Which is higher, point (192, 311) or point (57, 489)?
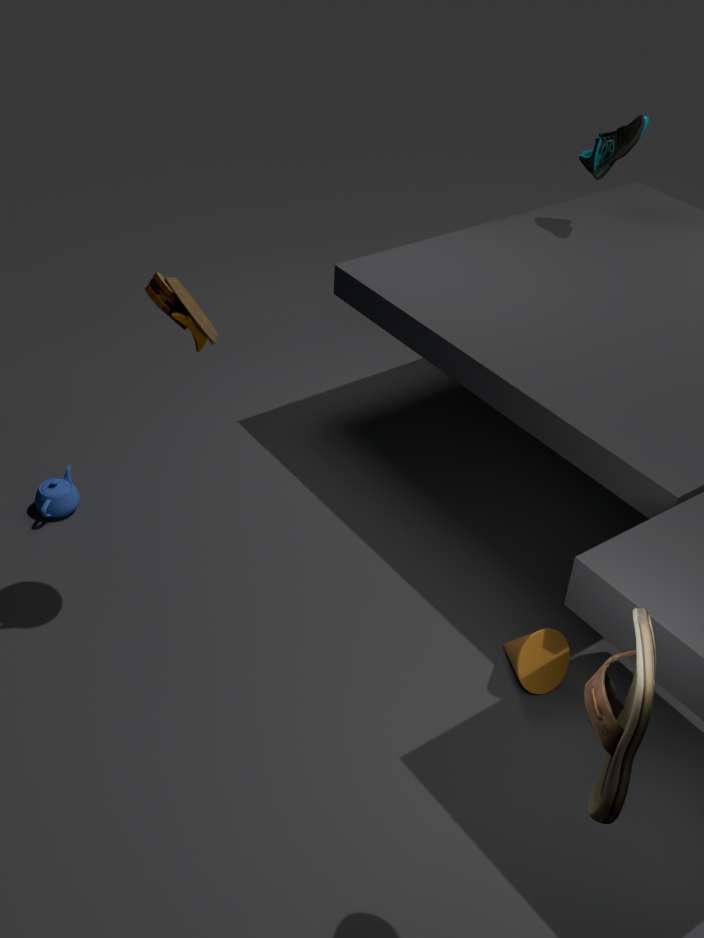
point (192, 311)
